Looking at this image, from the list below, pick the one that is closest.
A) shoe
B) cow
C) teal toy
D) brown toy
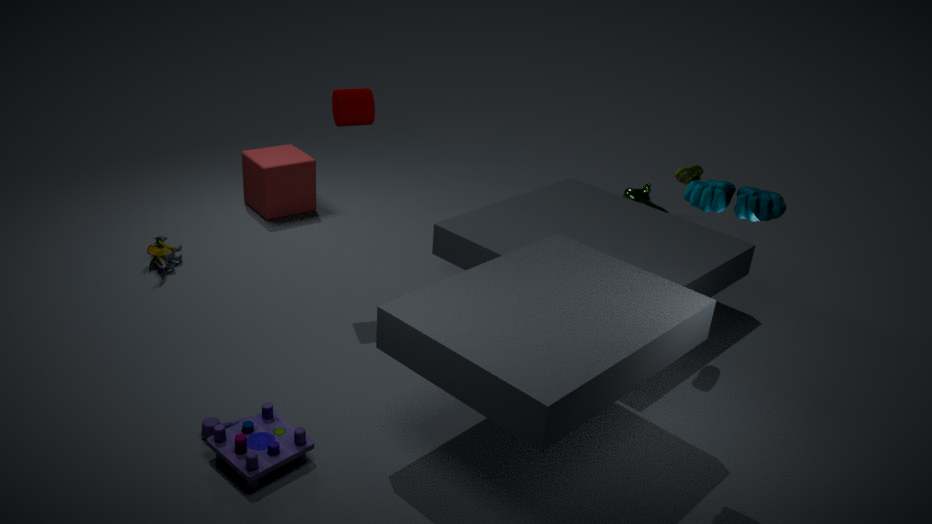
C. teal toy
